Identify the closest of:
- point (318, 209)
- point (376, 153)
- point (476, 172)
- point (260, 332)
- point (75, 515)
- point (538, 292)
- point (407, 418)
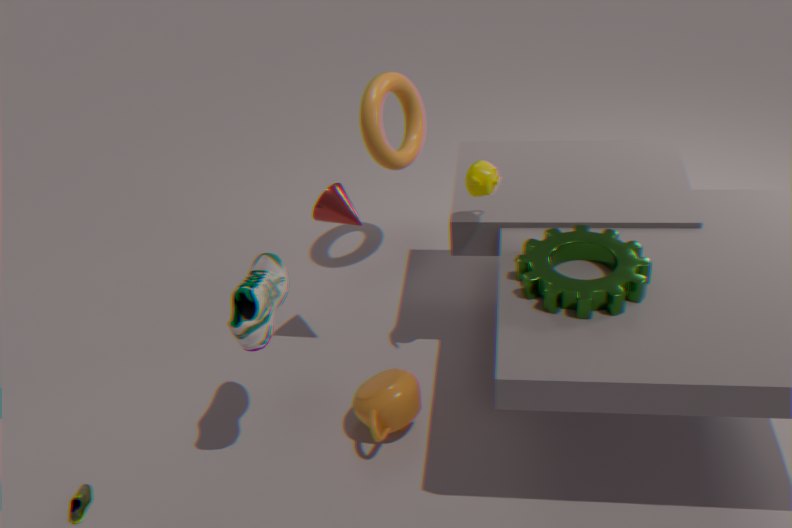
point (260, 332)
